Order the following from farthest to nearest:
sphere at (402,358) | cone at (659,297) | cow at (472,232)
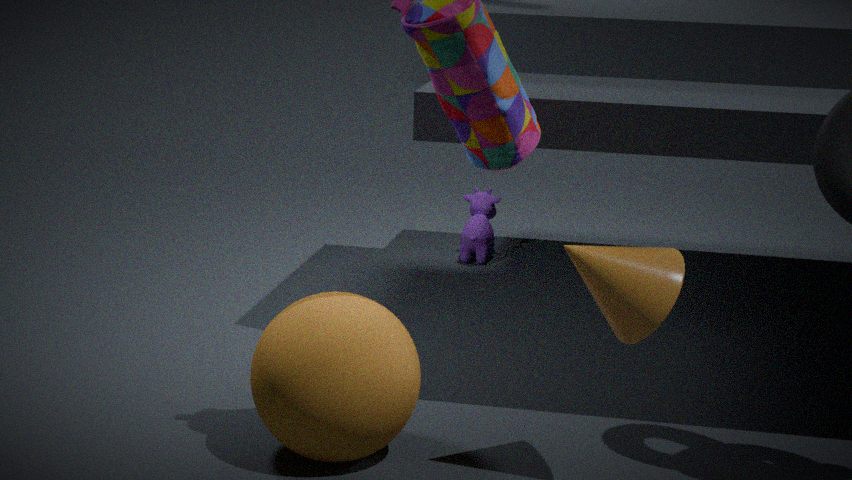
cow at (472,232) → sphere at (402,358) → cone at (659,297)
